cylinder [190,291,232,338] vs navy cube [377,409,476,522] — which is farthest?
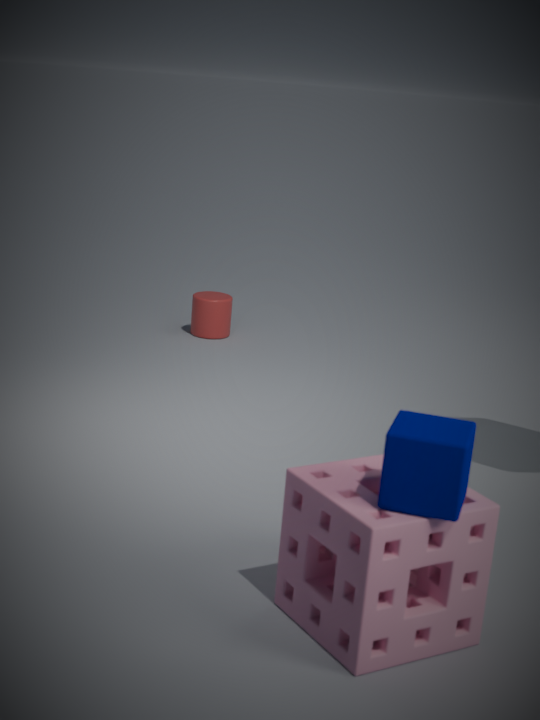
cylinder [190,291,232,338]
